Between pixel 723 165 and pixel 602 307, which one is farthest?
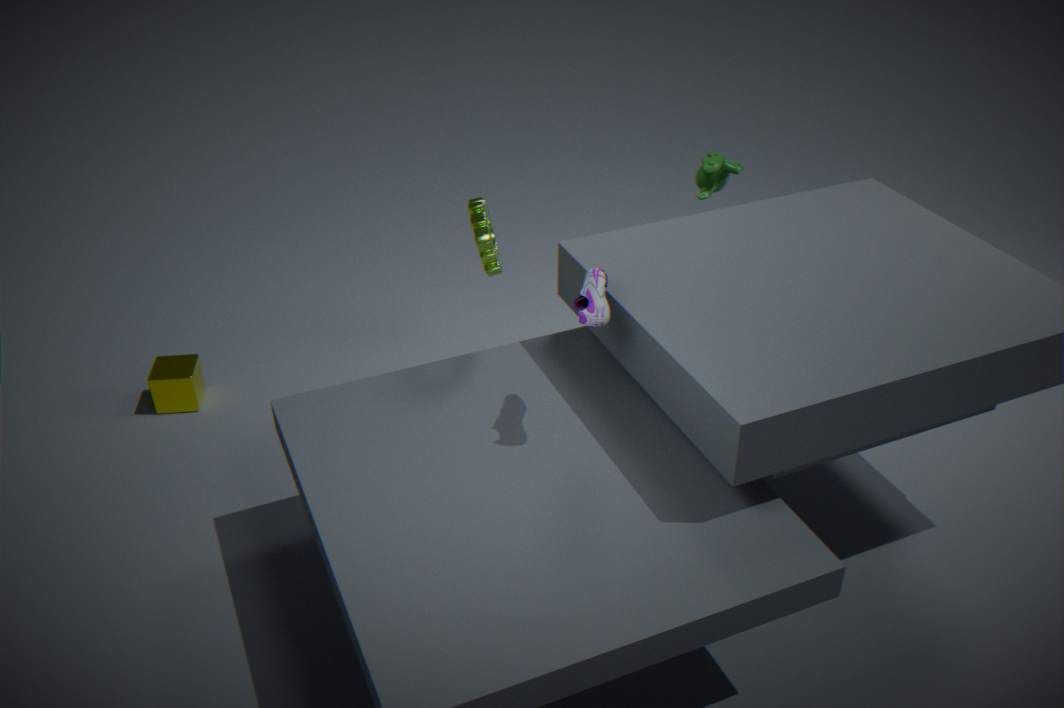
pixel 723 165
